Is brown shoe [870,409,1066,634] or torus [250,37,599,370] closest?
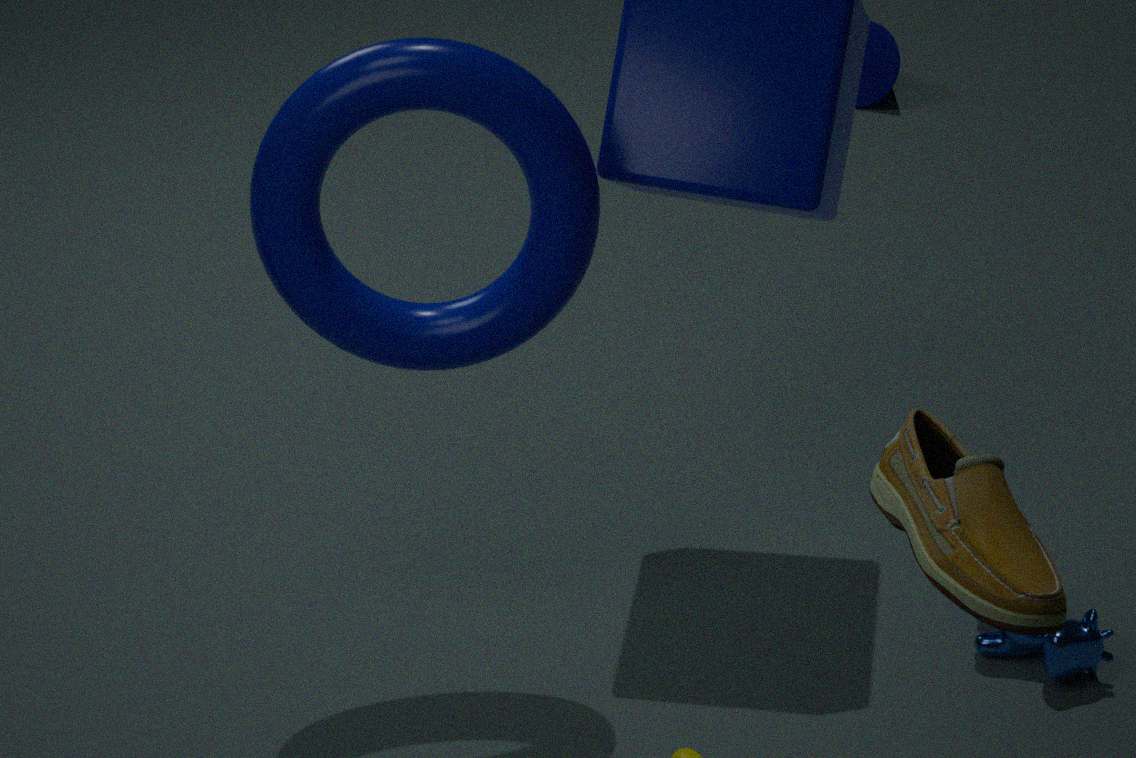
brown shoe [870,409,1066,634]
